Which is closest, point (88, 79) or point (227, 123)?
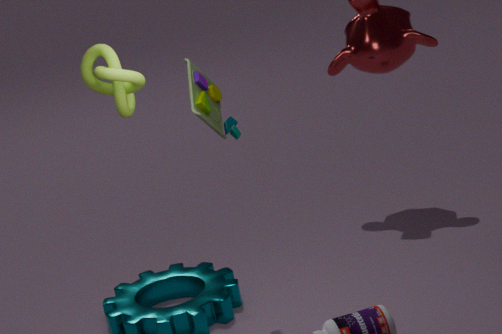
point (88, 79)
